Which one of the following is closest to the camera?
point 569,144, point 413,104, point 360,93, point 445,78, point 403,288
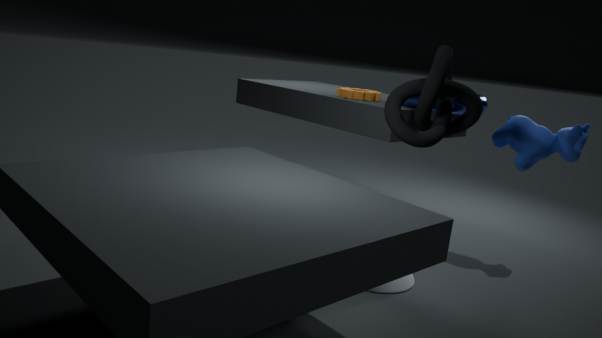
point 403,288
